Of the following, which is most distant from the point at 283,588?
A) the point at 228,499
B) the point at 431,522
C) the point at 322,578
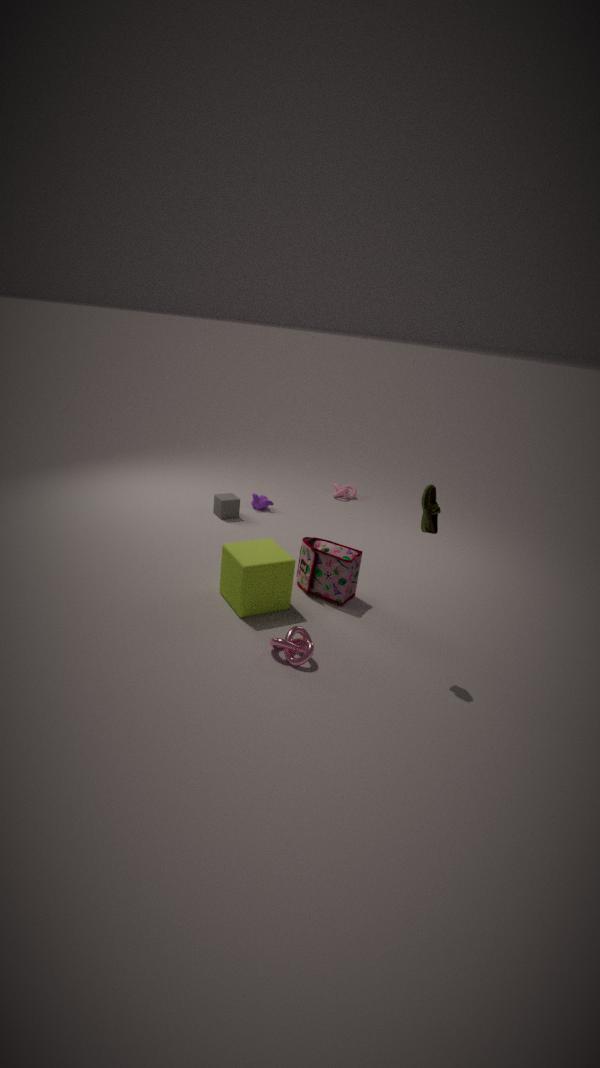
the point at 228,499
